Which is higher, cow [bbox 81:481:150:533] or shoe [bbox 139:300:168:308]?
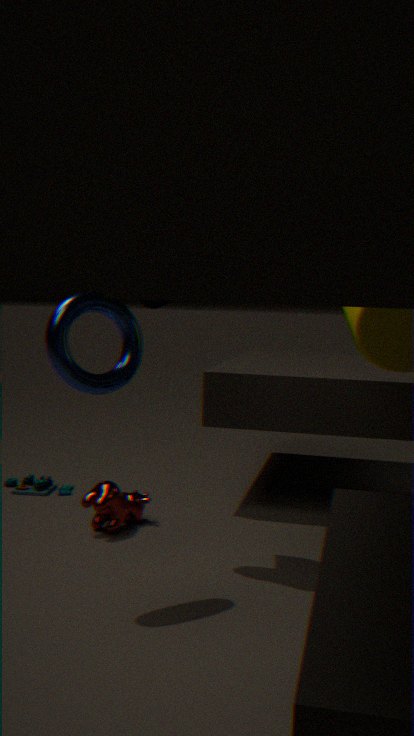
shoe [bbox 139:300:168:308]
